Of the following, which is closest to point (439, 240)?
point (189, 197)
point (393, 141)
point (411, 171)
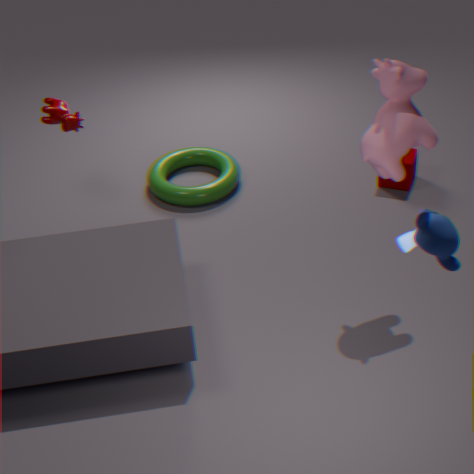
point (393, 141)
